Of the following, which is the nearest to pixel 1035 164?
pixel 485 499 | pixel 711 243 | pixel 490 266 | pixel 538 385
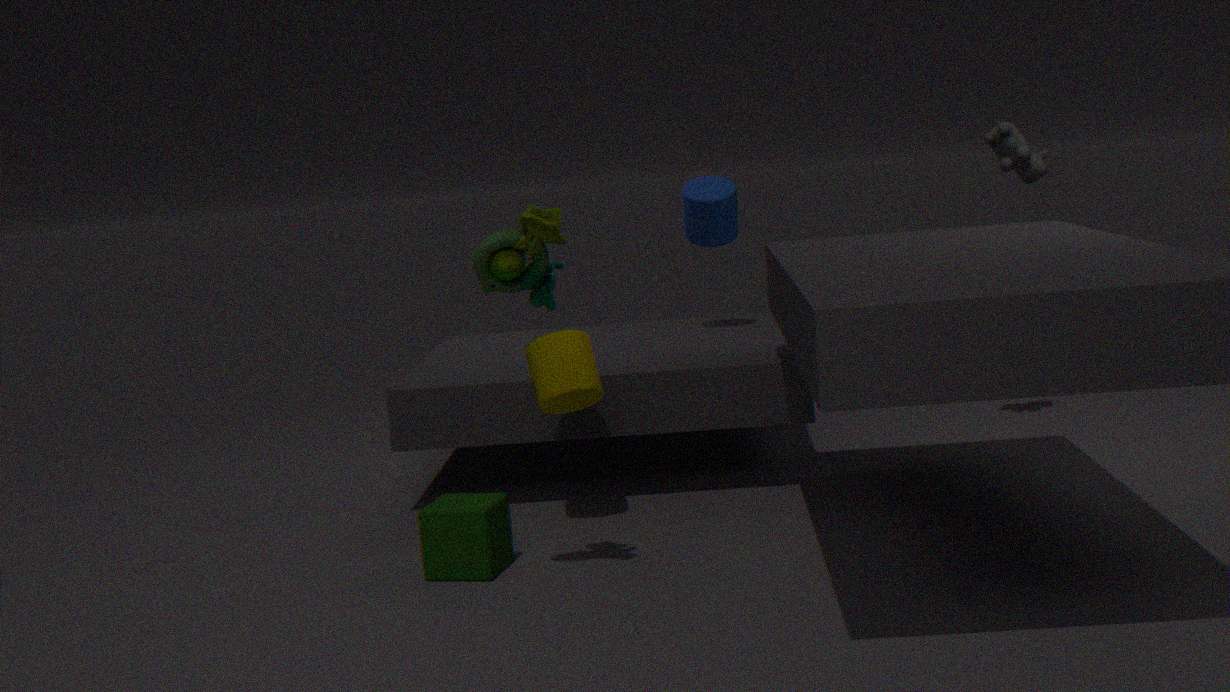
pixel 711 243
